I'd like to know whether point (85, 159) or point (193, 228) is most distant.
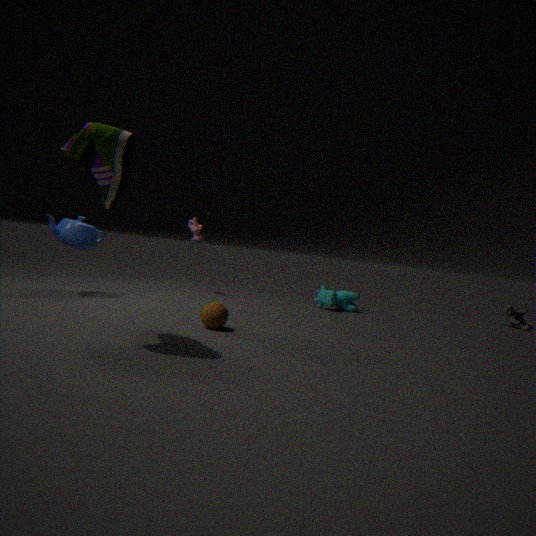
point (193, 228)
